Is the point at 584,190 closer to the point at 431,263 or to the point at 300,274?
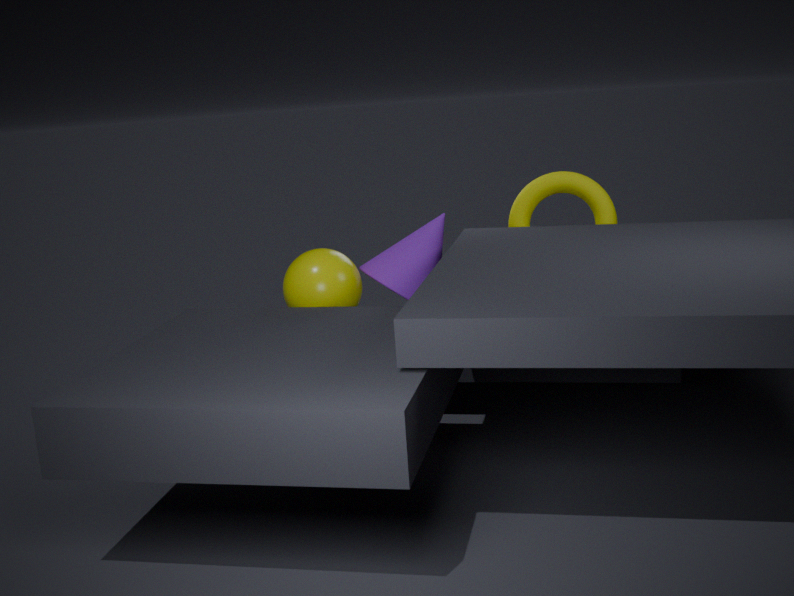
the point at 431,263
